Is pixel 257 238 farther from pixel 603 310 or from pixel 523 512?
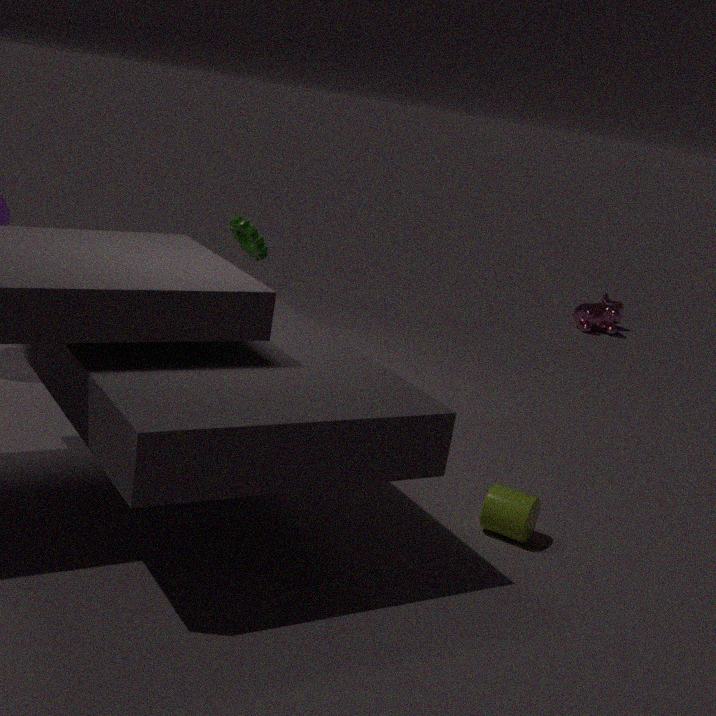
pixel 603 310
